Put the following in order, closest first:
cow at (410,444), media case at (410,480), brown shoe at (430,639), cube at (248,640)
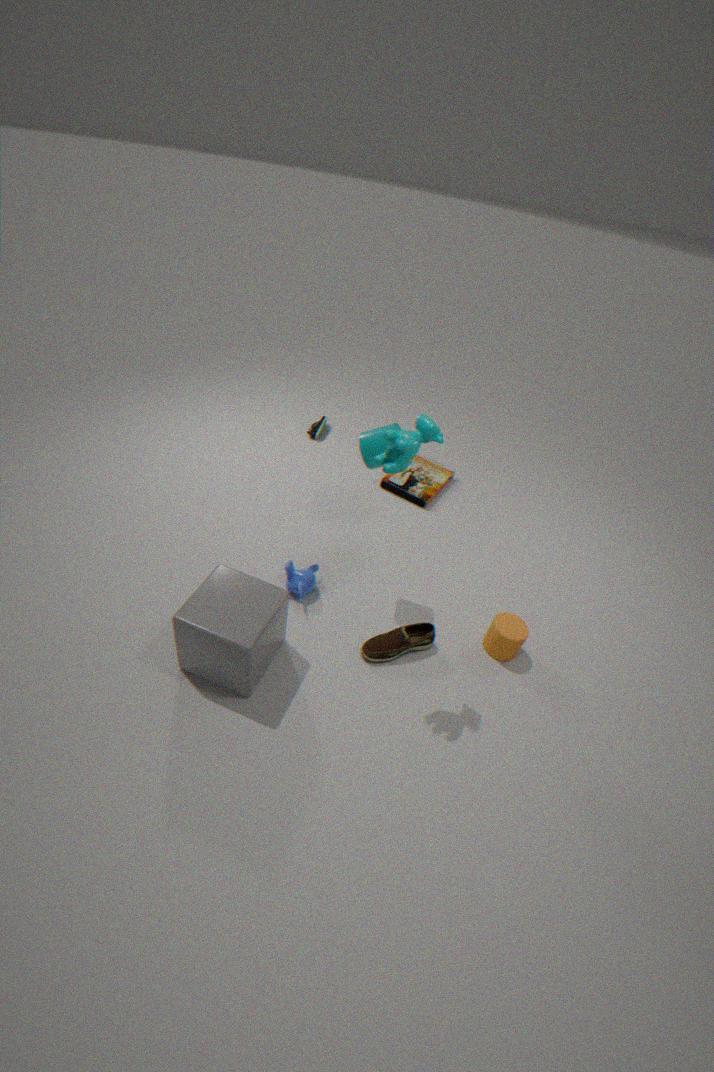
cow at (410,444), cube at (248,640), brown shoe at (430,639), media case at (410,480)
